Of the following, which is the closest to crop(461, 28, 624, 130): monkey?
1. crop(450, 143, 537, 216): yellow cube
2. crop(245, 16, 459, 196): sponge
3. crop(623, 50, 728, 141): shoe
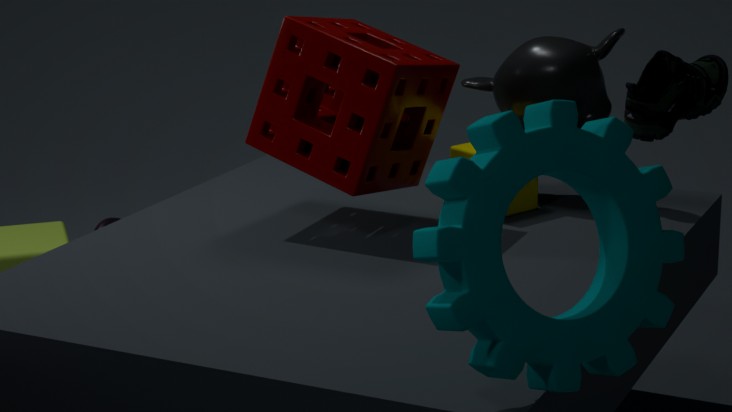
crop(450, 143, 537, 216): yellow cube
